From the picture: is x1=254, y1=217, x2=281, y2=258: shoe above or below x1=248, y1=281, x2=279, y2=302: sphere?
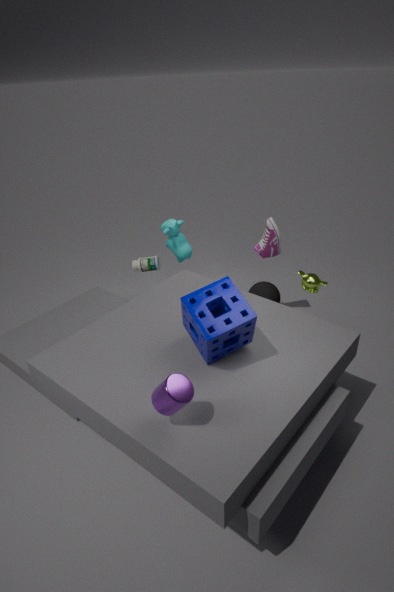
above
